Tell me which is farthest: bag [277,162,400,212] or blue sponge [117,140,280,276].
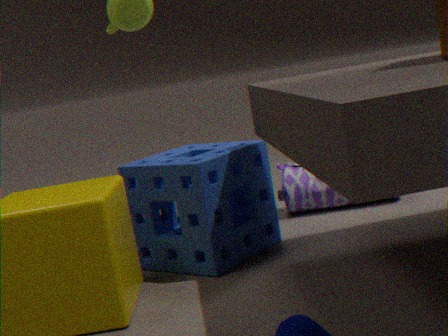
bag [277,162,400,212]
